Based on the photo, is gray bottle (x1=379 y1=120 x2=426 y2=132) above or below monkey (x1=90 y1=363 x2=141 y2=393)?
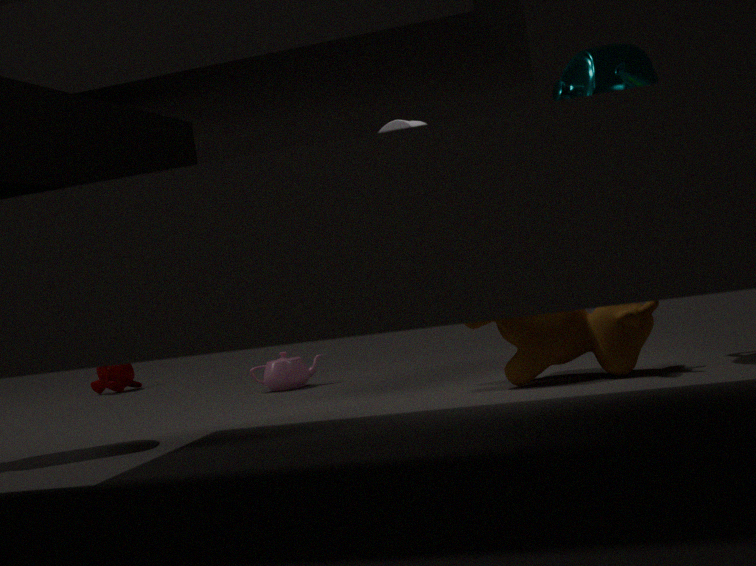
above
